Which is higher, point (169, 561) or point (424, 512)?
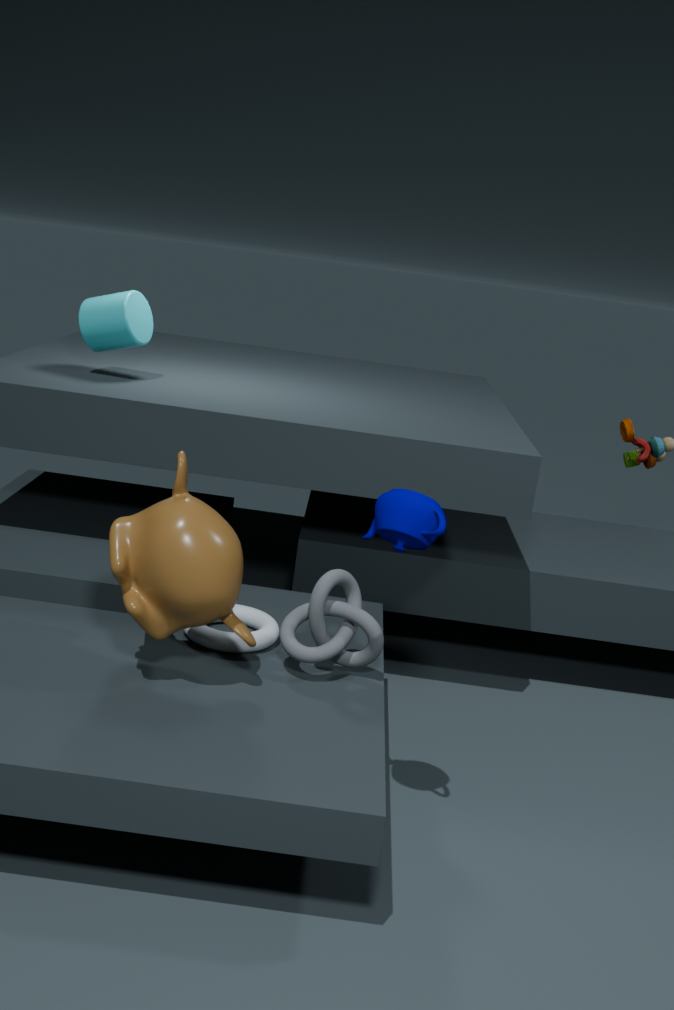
point (424, 512)
